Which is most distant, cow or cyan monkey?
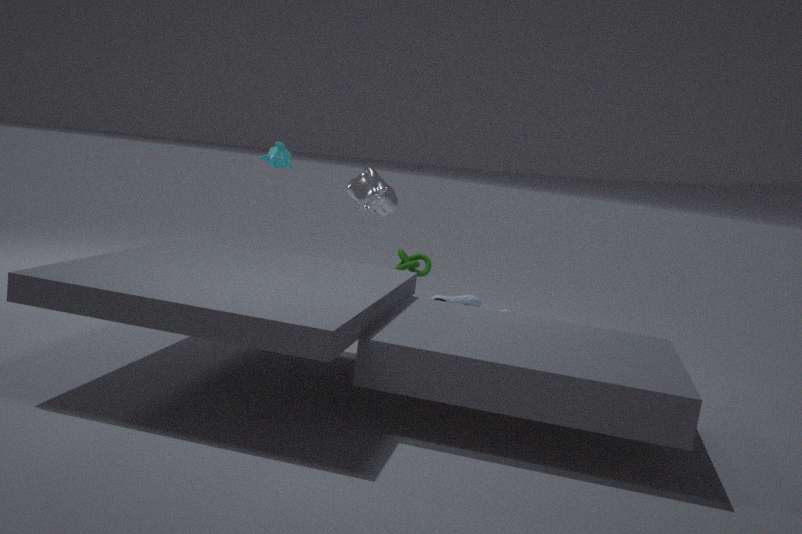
cyan monkey
